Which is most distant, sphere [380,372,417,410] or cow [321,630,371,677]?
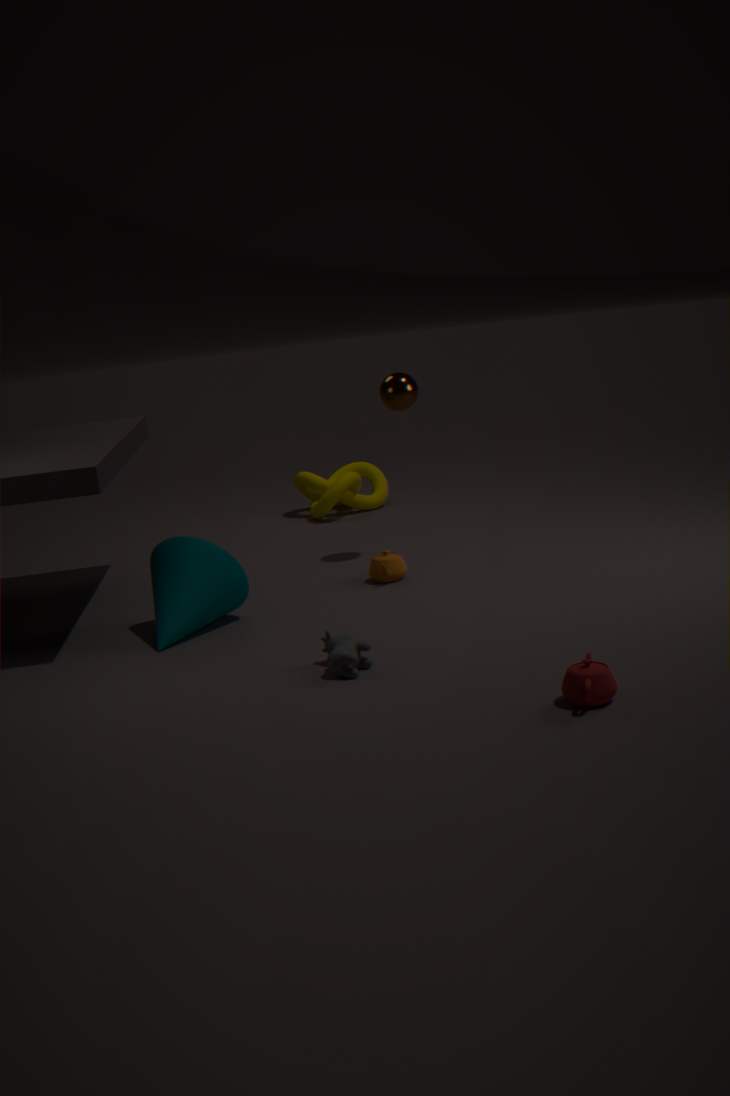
sphere [380,372,417,410]
